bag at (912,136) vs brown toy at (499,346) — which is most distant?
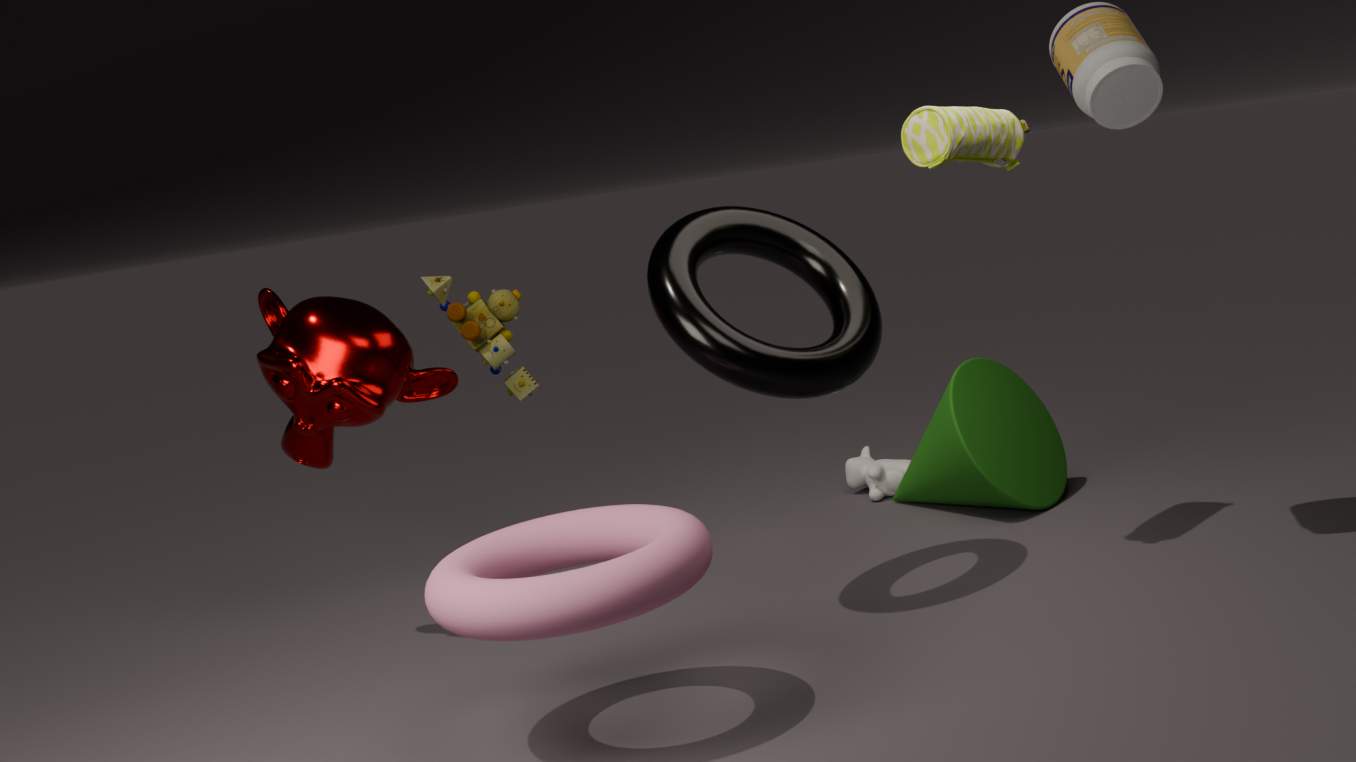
brown toy at (499,346)
